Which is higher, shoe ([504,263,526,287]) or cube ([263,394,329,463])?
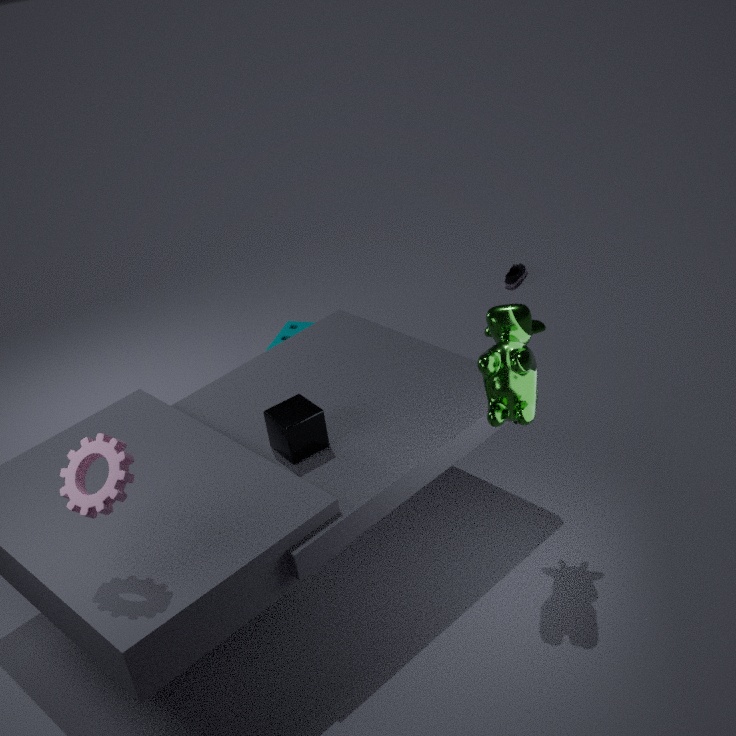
cube ([263,394,329,463])
